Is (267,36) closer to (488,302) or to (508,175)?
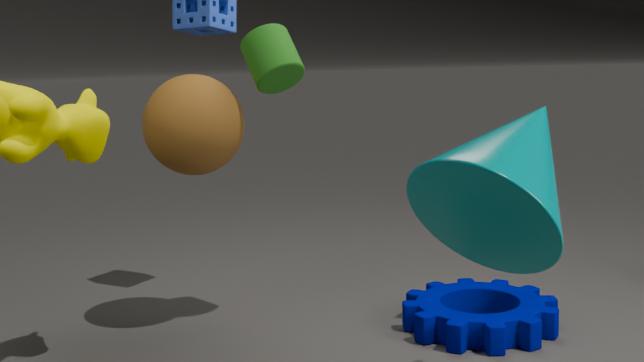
(508,175)
